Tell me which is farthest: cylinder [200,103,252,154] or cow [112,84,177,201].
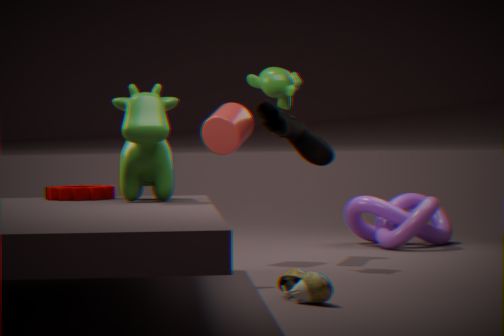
cylinder [200,103,252,154]
